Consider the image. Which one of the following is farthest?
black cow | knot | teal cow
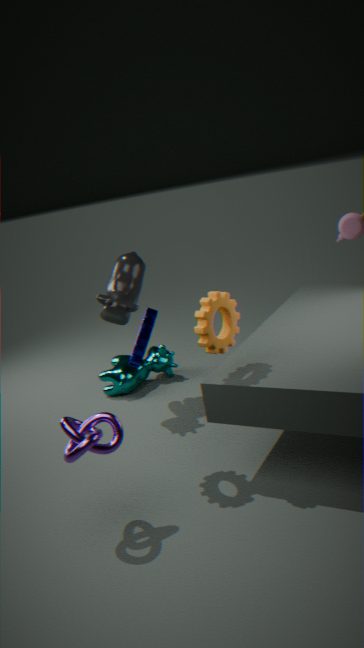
teal cow
